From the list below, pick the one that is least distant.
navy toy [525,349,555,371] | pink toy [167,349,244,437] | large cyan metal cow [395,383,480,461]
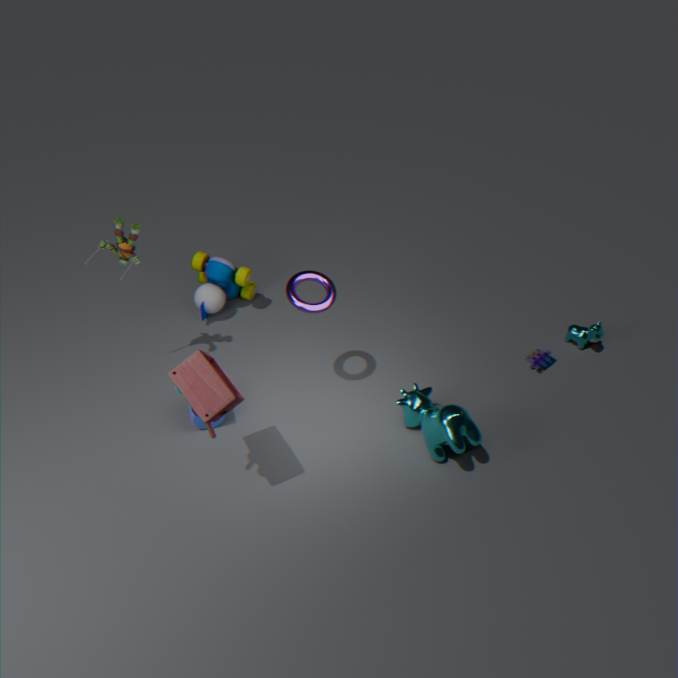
pink toy [167,349,244,437]
